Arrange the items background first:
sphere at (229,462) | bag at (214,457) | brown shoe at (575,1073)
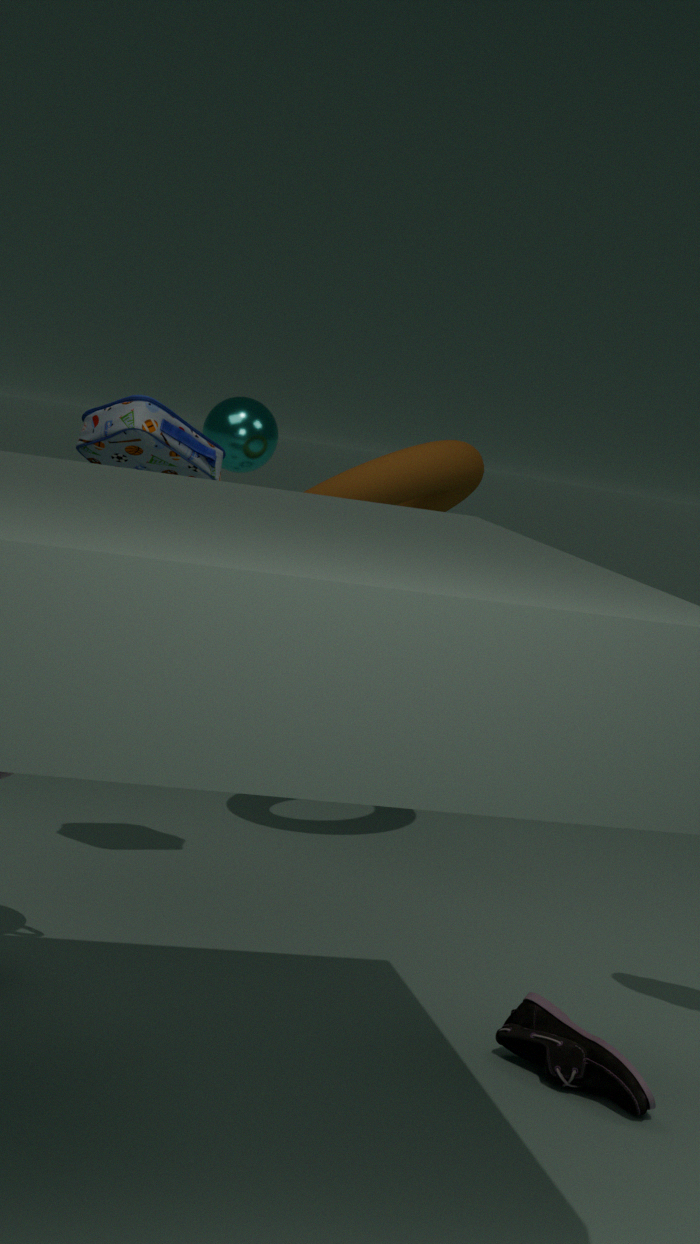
sphere at (229,462) → bag at (214,457) → brown shoe at (575,1073)
